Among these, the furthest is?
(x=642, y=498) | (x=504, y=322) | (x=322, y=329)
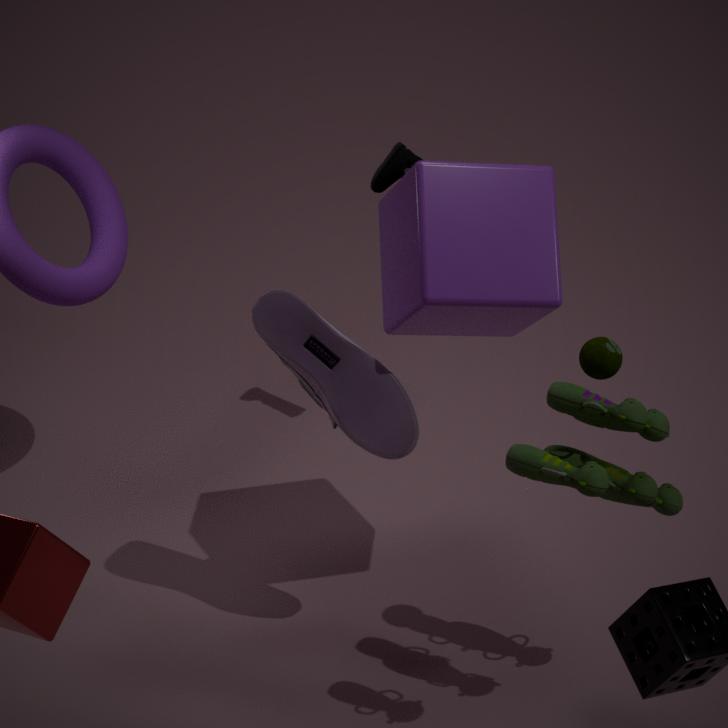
(x=504, y=322)
